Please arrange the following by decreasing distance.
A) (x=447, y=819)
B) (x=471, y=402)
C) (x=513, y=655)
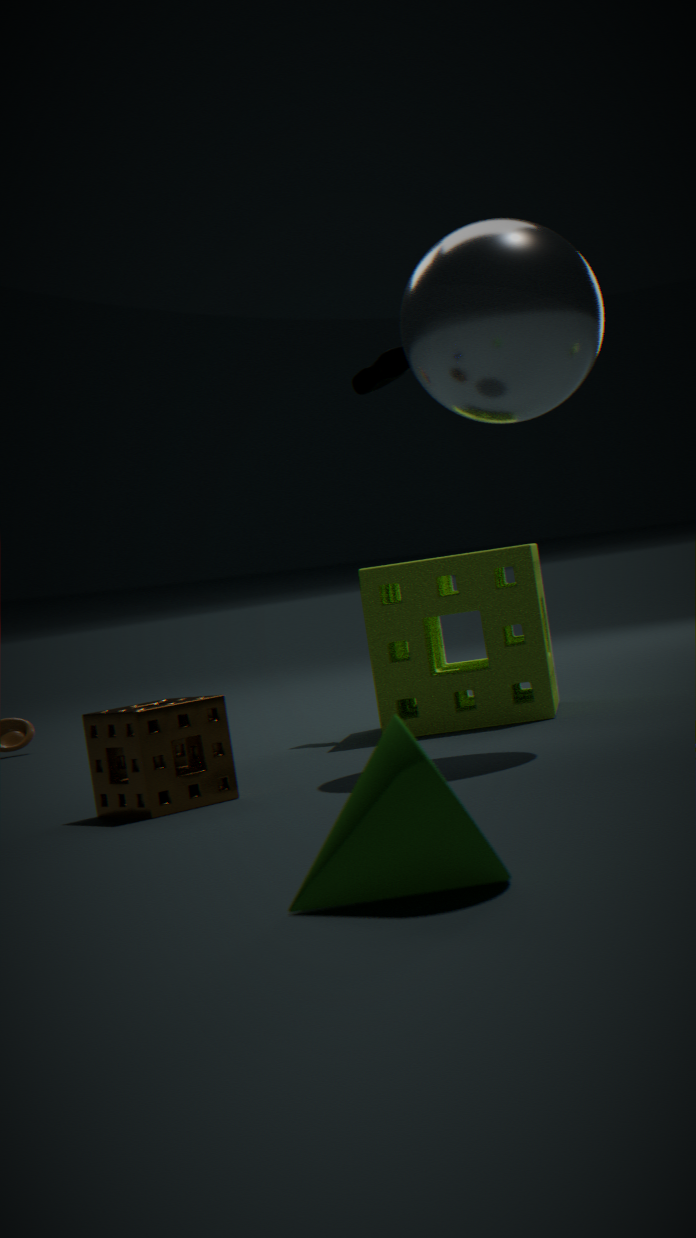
(x=513, y=655)
(x=471, y=402)
(x=447, y=819)
